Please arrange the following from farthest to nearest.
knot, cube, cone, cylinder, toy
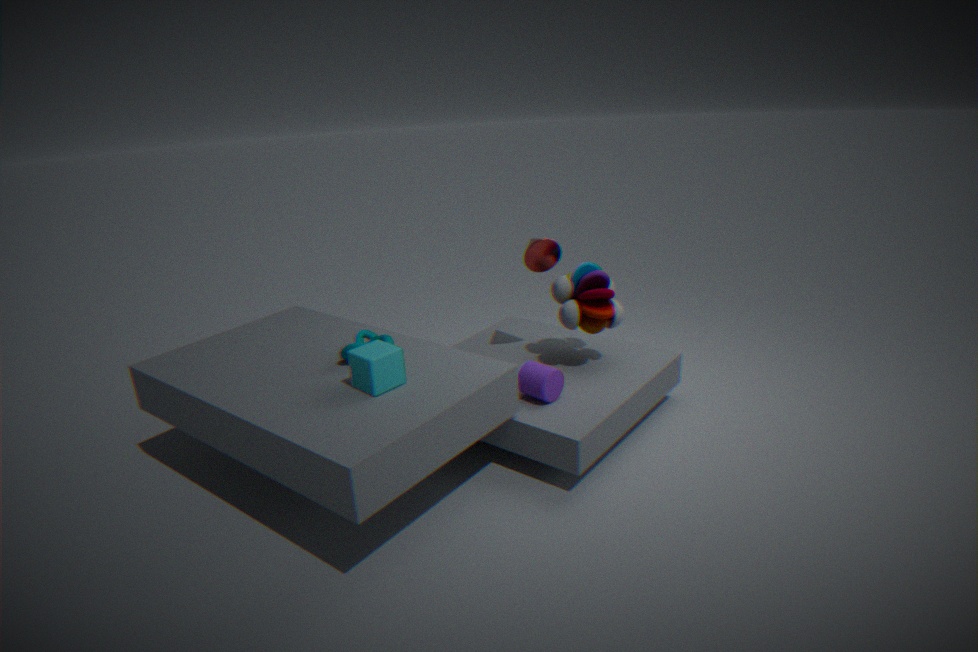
cone → toy → cylinder → knot → cube
